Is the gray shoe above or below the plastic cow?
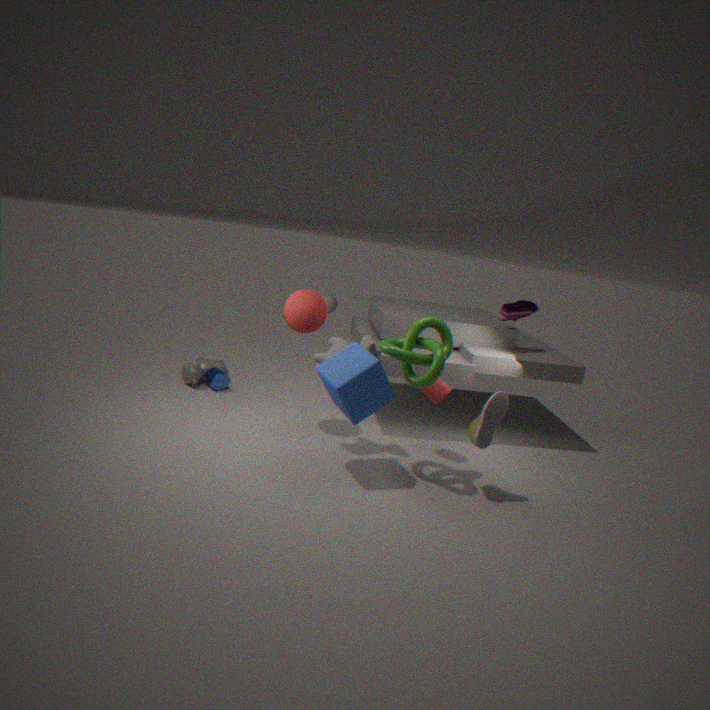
above
